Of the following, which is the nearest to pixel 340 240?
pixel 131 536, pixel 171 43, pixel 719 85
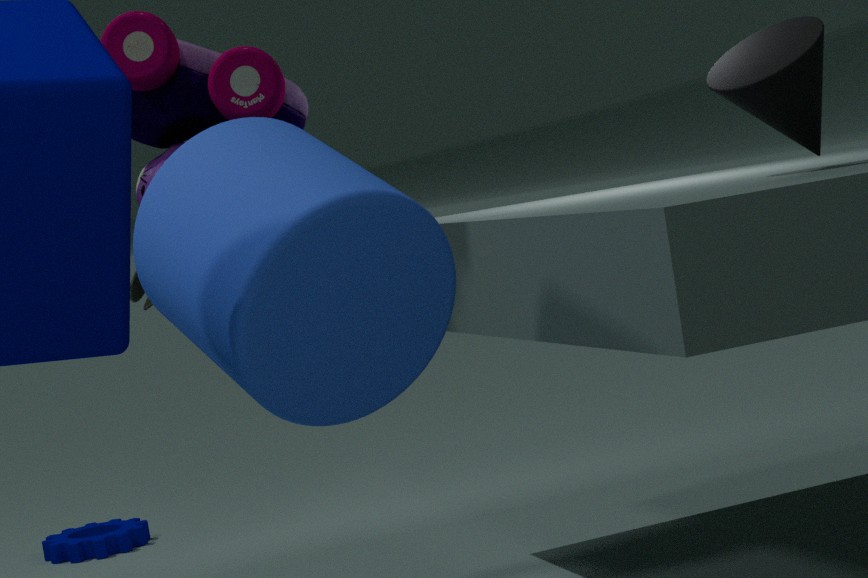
pixel 171 43
